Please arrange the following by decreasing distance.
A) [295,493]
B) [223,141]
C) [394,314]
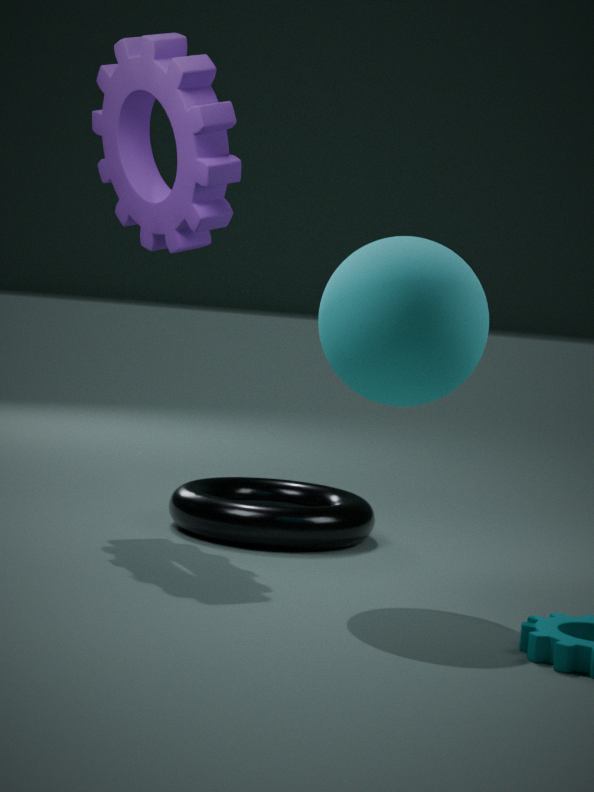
[295,493], [223,141], [394,314]
